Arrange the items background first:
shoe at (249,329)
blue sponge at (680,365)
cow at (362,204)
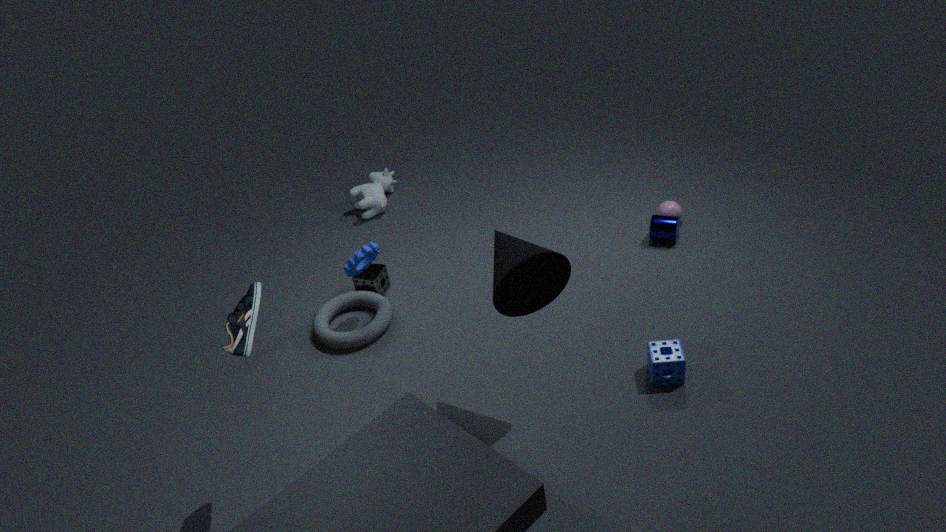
cow at (362,204)
blue sponge at (680,365)
shoe at (249,329)
